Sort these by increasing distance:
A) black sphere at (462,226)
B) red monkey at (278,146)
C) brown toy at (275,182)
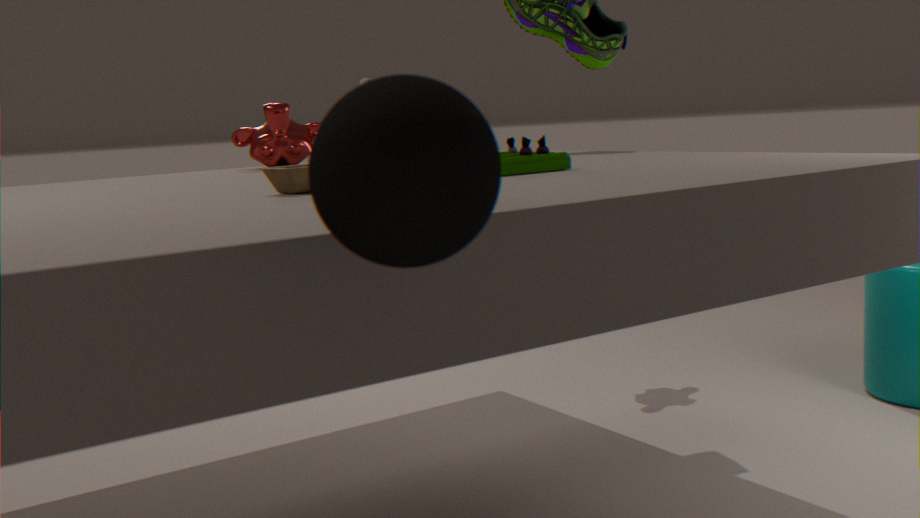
black sphere at (462,226) < brown toy at (275,182) < red monkey at (278,146)
